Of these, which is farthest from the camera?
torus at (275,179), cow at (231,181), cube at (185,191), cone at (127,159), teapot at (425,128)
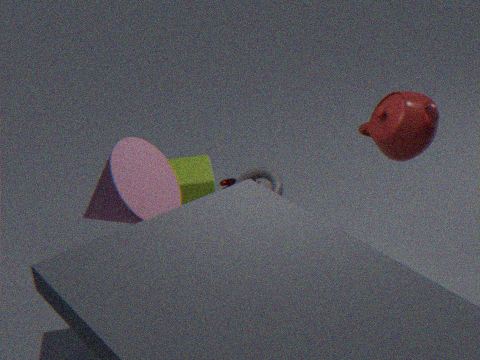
cow at (231,181)
